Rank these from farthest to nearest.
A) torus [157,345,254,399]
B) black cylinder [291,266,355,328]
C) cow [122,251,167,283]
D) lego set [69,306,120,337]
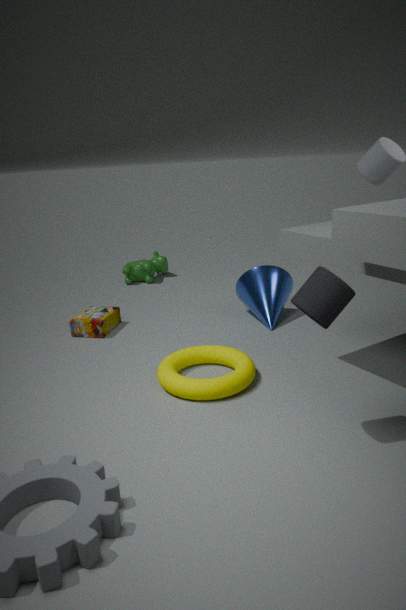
cow [122,251,167,283] < lego set [69,306,120,337] < torus [157,345,254,399] < black cylinder [291,266,355,328]
